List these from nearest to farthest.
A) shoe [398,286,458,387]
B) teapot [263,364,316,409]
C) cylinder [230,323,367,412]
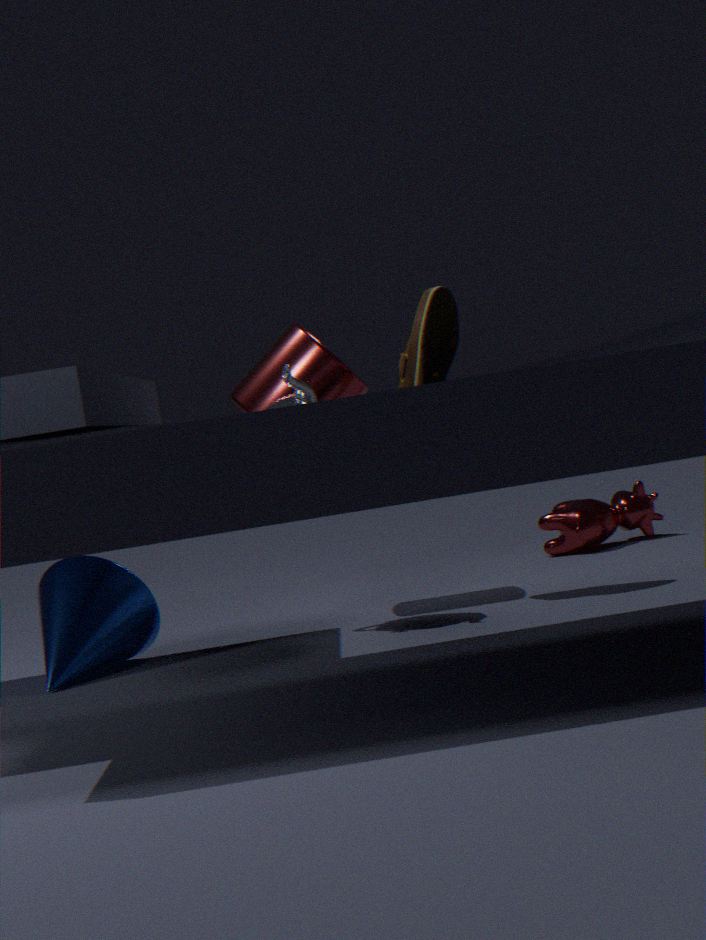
1. teapot [263,364,316,409]
2. shoe [398,286,458,387]
3. cylinder [230,323,367,412]
